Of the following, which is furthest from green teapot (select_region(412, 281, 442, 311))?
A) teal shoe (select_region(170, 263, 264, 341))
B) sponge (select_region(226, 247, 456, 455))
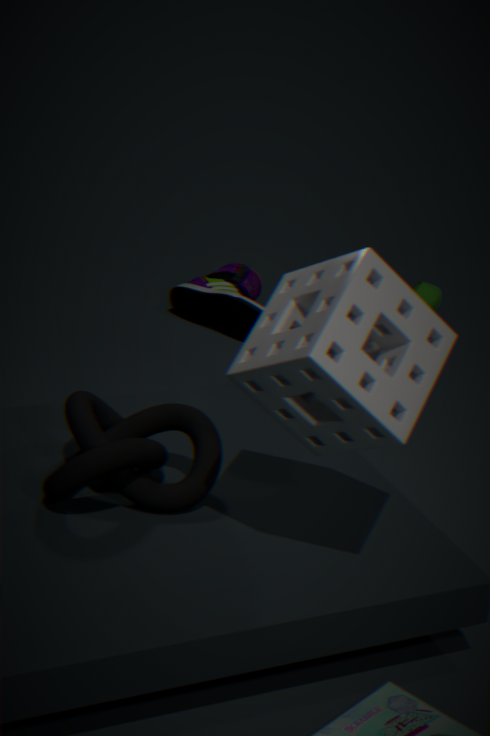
teal shoe (select_region(170, 263, 264, 341))
